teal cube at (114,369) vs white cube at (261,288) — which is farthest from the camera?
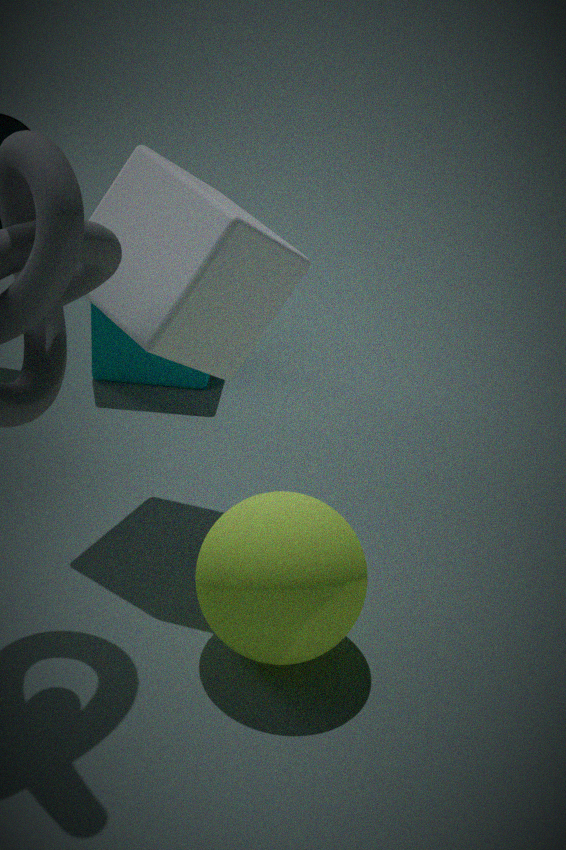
teal cube at (114,369)
